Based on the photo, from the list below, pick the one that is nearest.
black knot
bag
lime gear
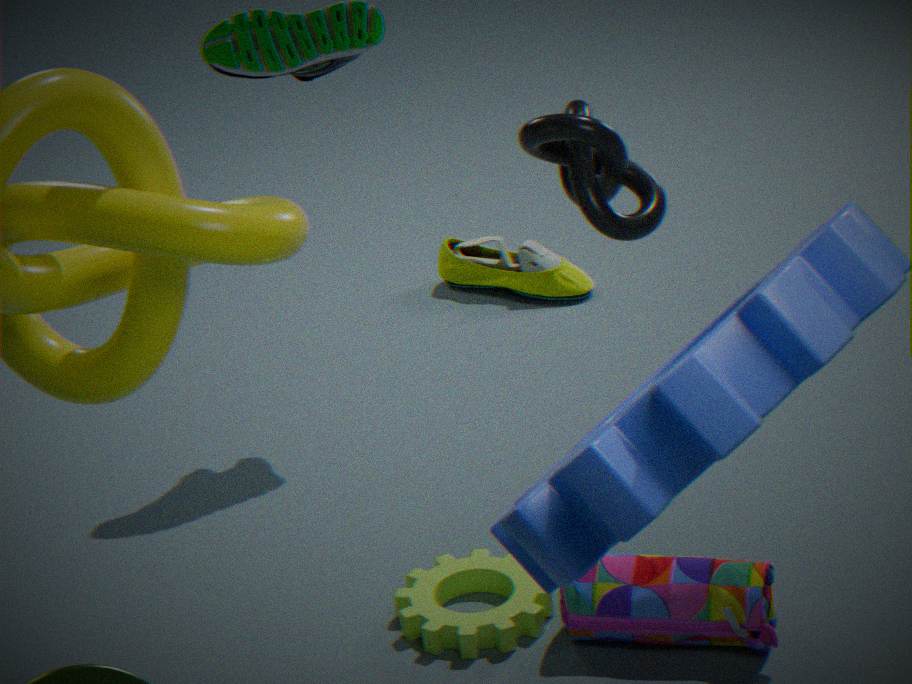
black knot
